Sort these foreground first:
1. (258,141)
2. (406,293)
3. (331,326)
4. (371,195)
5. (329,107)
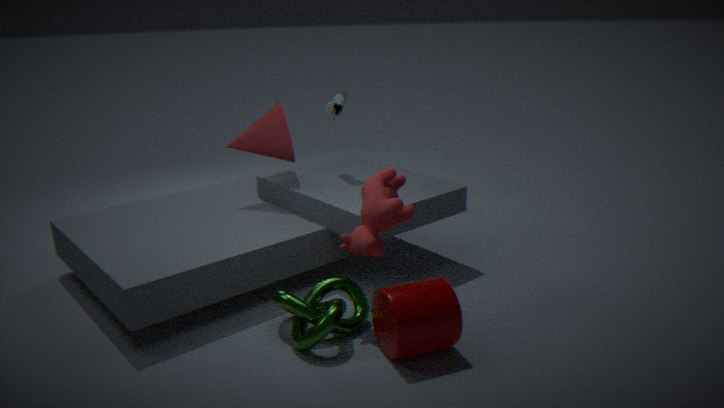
(406,293) < (331,326) < (371,195) < (258,141) < (329,107)
